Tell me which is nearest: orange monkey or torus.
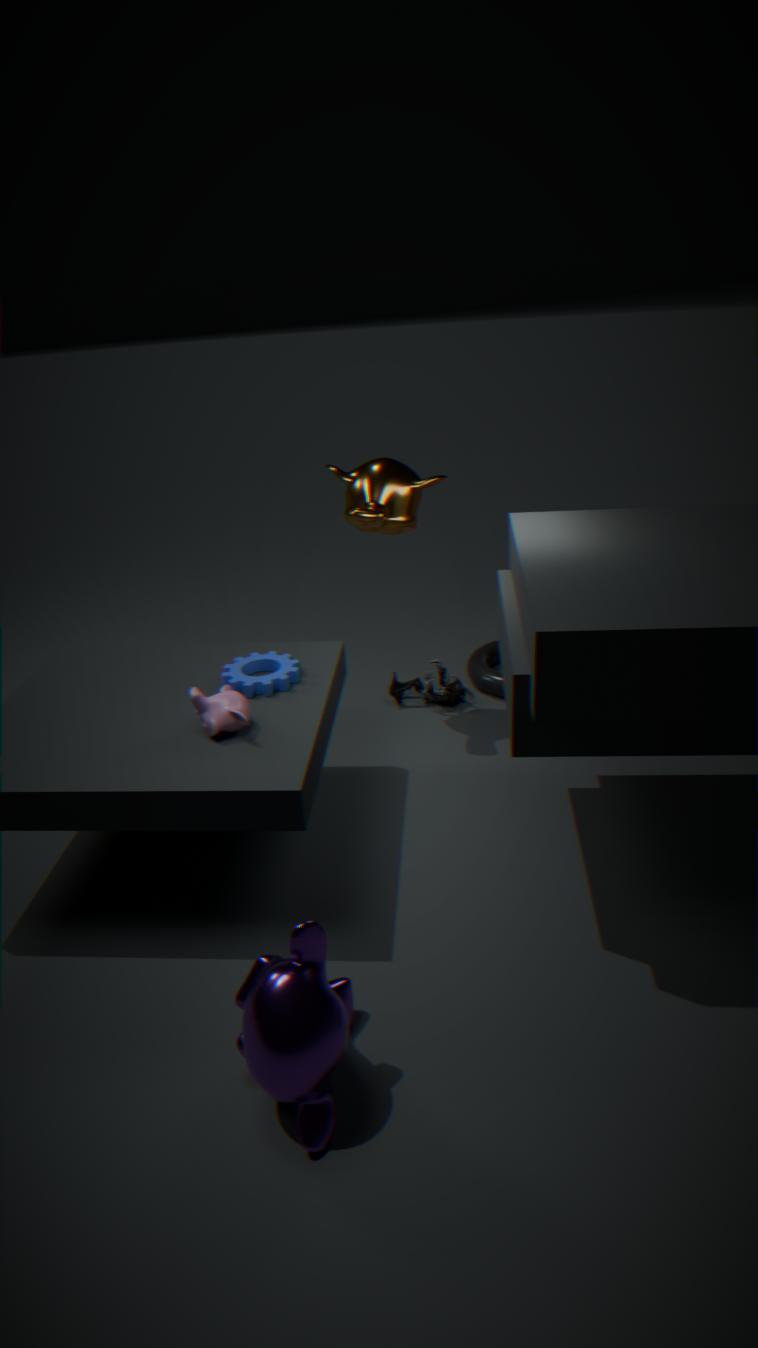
orange monkey
